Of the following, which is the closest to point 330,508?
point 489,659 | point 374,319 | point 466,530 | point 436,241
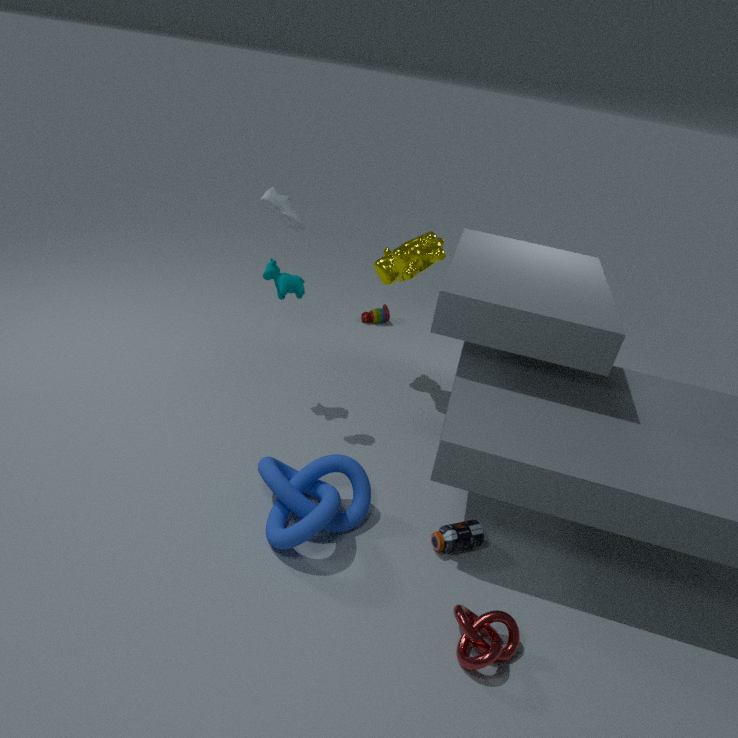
point 466,530
